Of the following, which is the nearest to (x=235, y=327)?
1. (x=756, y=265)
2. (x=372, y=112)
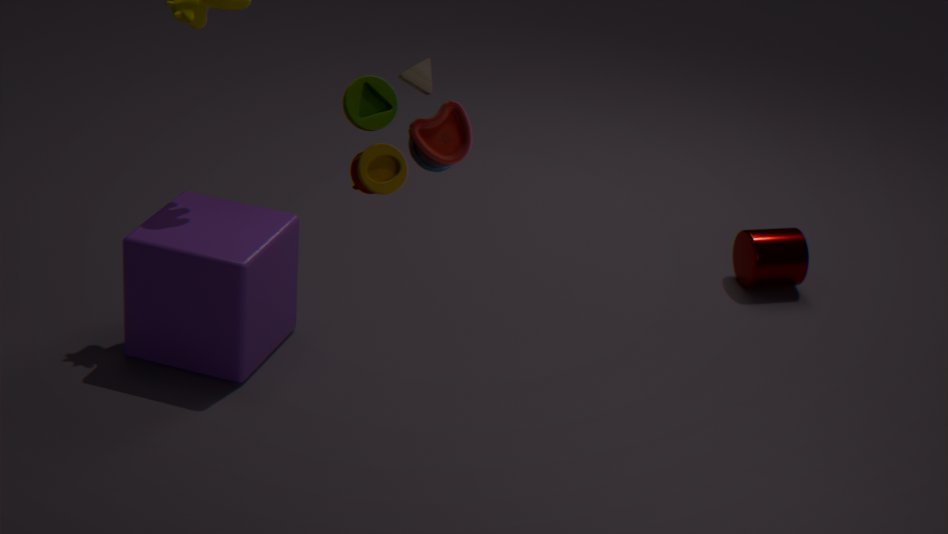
(x=372, y=112)
